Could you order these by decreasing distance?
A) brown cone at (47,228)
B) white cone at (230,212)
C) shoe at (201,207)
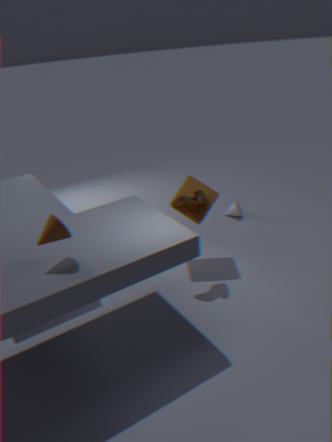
white cone at (230,212)
shoe at (201,207)
brown cone at (47,228)
